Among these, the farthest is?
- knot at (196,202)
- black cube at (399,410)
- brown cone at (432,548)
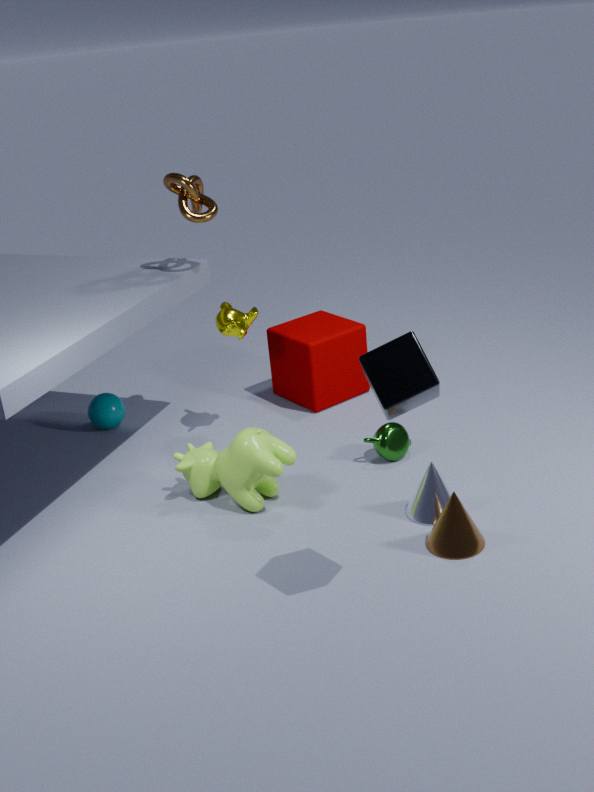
knot at (196,202)
